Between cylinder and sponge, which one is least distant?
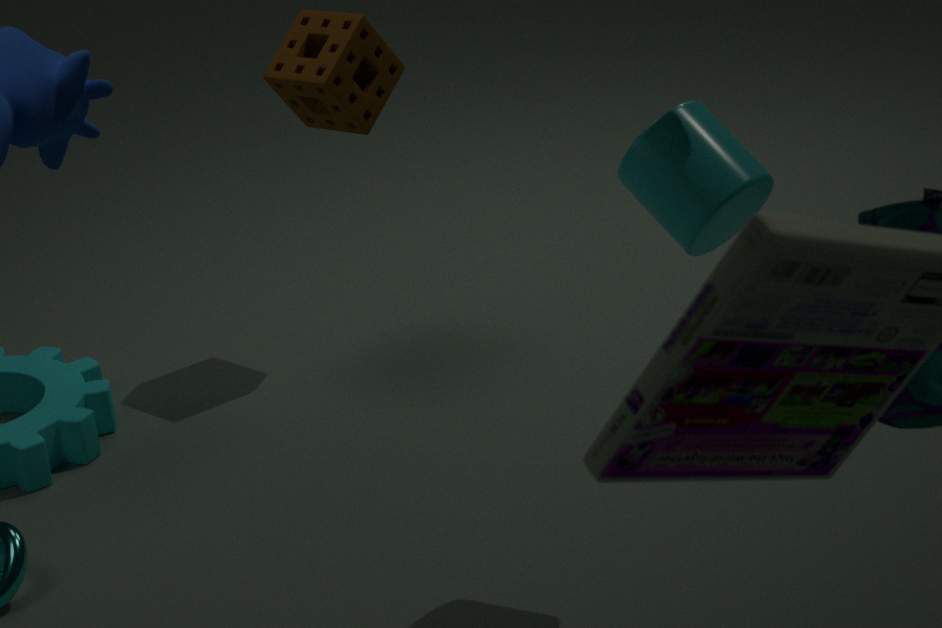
cylinder
